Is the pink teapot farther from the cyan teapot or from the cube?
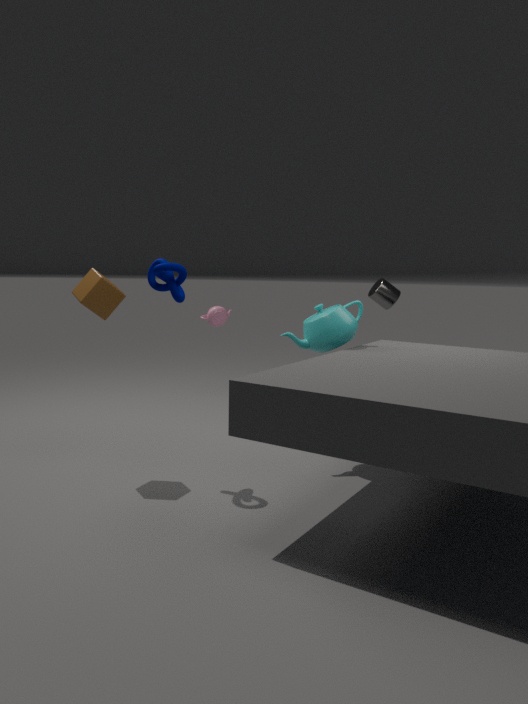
the cube
